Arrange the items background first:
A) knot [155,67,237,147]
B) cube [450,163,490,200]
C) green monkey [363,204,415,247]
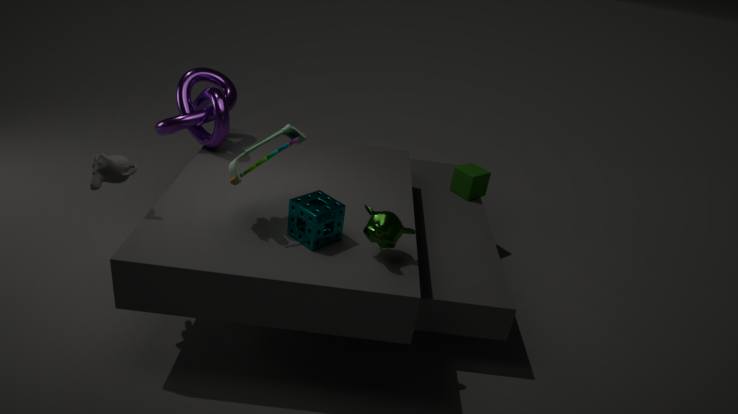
cube [450,163,490,200] < knot [155,67,237,147] < green monkey [363,204,415,247]
